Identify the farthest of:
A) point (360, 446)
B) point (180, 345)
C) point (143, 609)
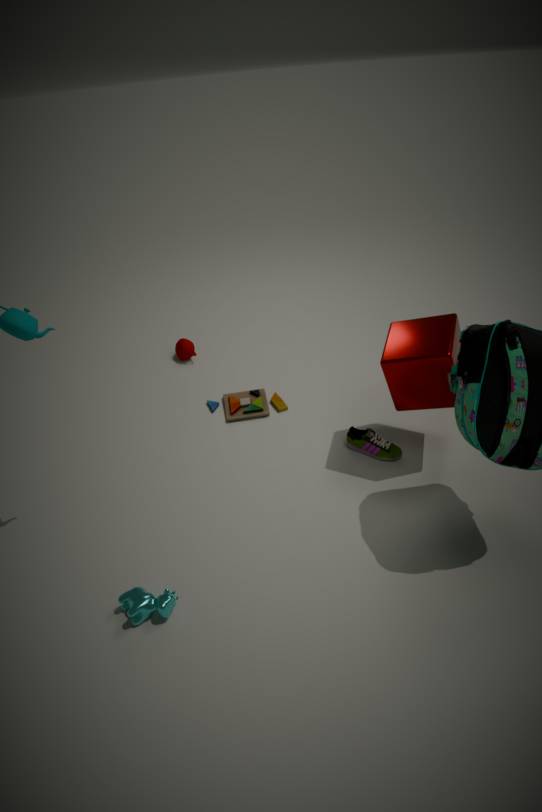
point (180, 345)
